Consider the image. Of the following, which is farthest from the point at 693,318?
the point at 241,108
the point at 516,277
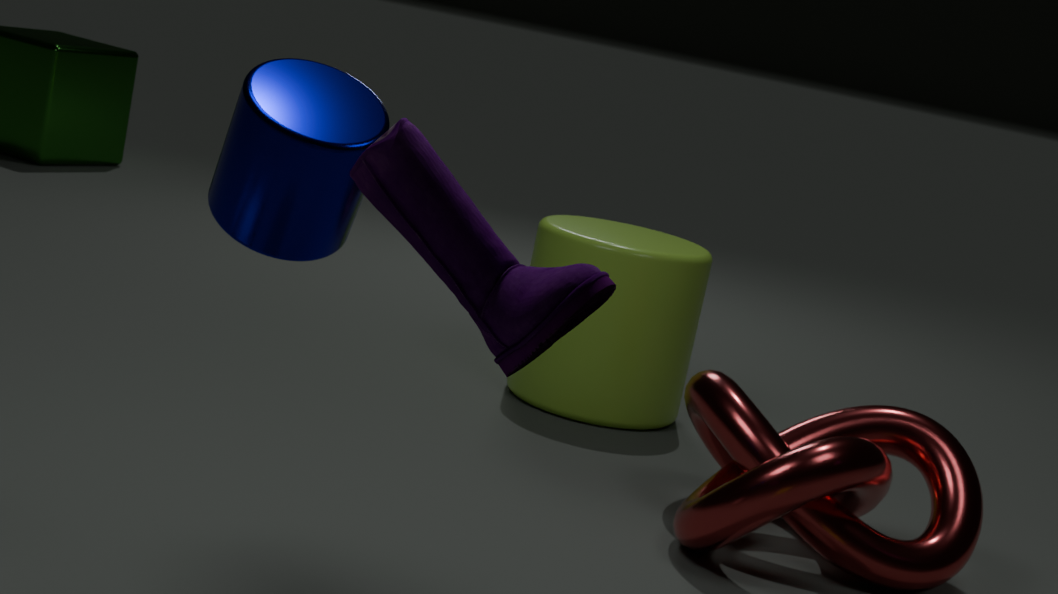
the point at 516,277
